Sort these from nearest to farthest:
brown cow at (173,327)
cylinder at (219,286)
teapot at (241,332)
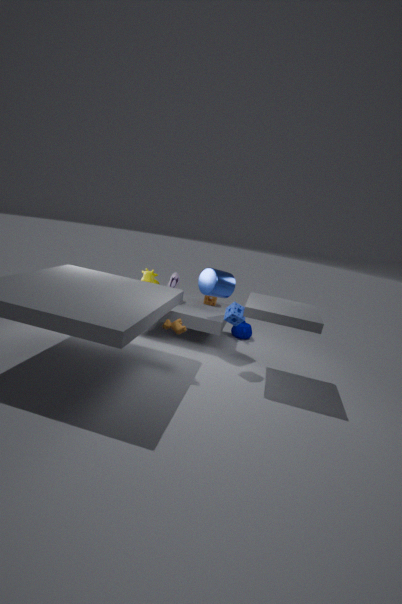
1. brown cow at (173,327)
2. cylinder at (219,286)
3. teapot at (241,332)
